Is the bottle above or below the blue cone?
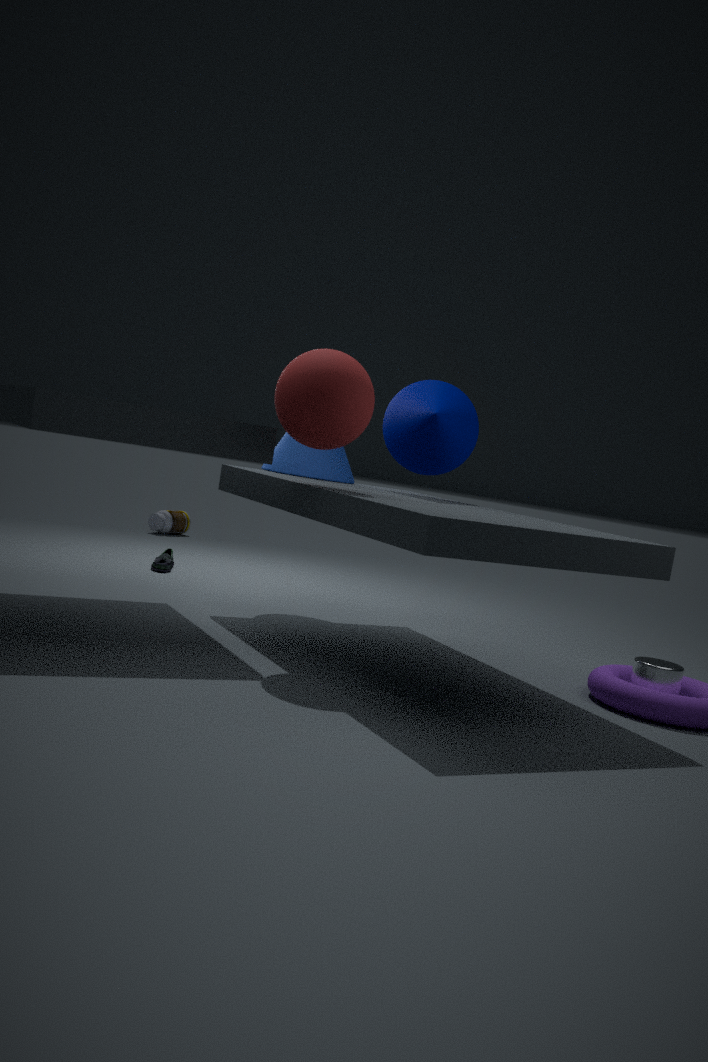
below
